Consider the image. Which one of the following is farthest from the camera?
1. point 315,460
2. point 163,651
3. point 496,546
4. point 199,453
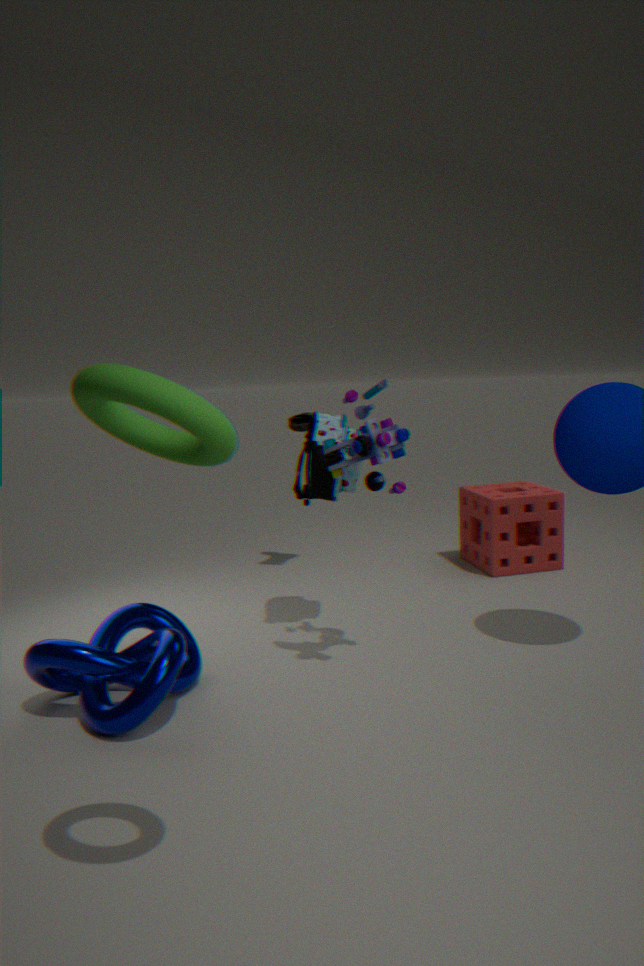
point 496,546
